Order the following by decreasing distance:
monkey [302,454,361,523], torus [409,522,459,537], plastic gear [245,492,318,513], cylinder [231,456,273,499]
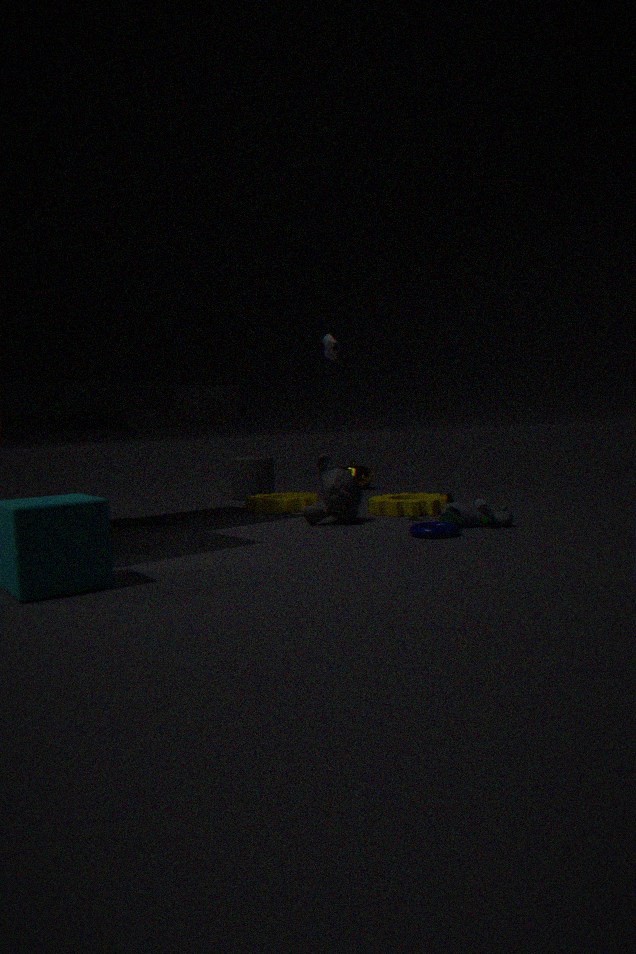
cylinder [231,456,273,499], plastic gear [245,492,318,513], monkey [302,454,361,523], torus [409,522,459,537]
